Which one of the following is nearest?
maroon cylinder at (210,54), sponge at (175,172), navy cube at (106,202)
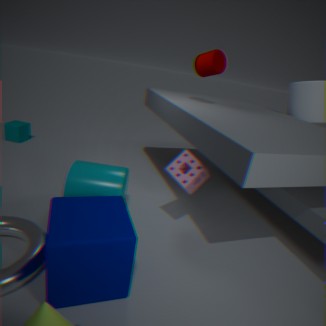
navy cube at (106,202)
